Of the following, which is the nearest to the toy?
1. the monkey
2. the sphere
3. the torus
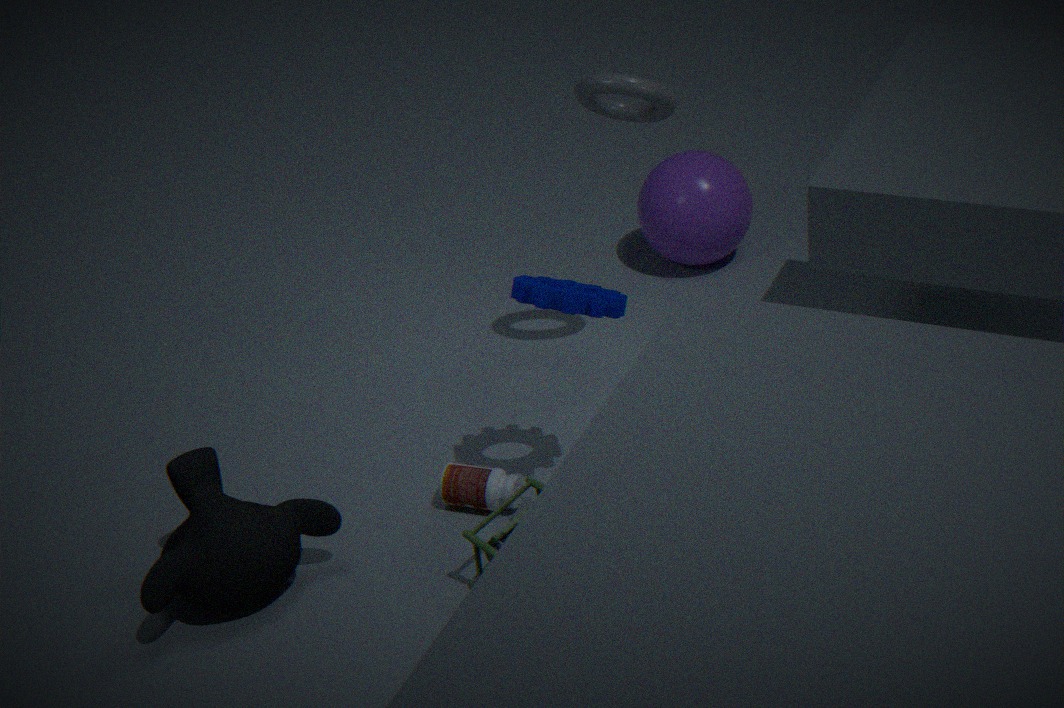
the monkey
